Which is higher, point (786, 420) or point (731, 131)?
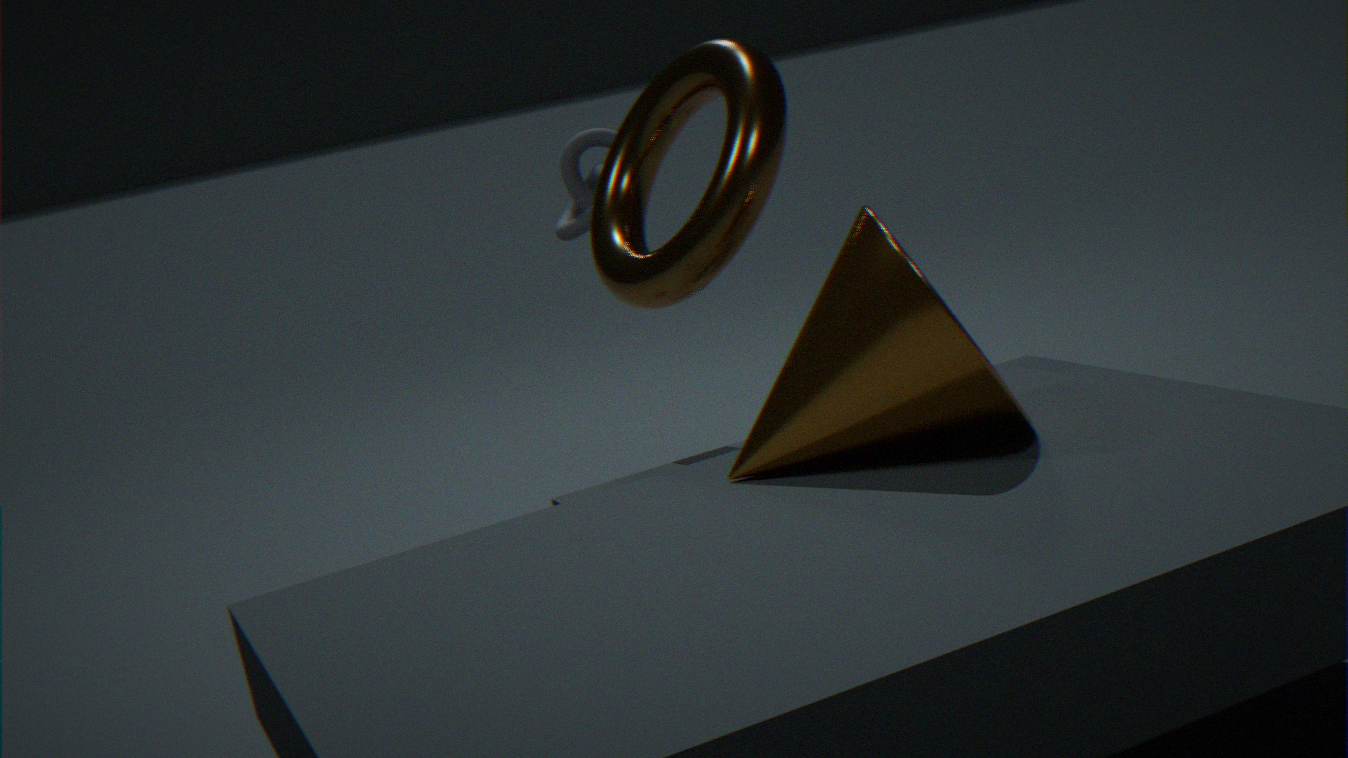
point (731, 131)
